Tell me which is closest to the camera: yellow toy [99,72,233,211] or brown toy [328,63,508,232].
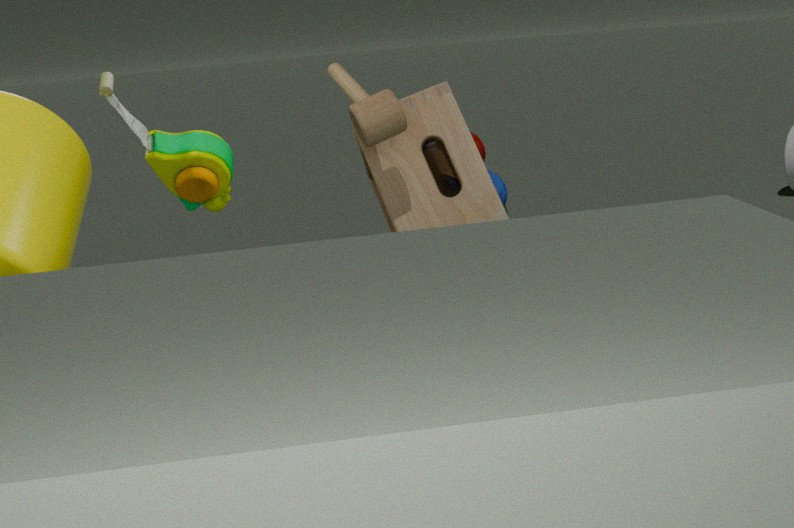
yellow toy [99,72,233,211]
